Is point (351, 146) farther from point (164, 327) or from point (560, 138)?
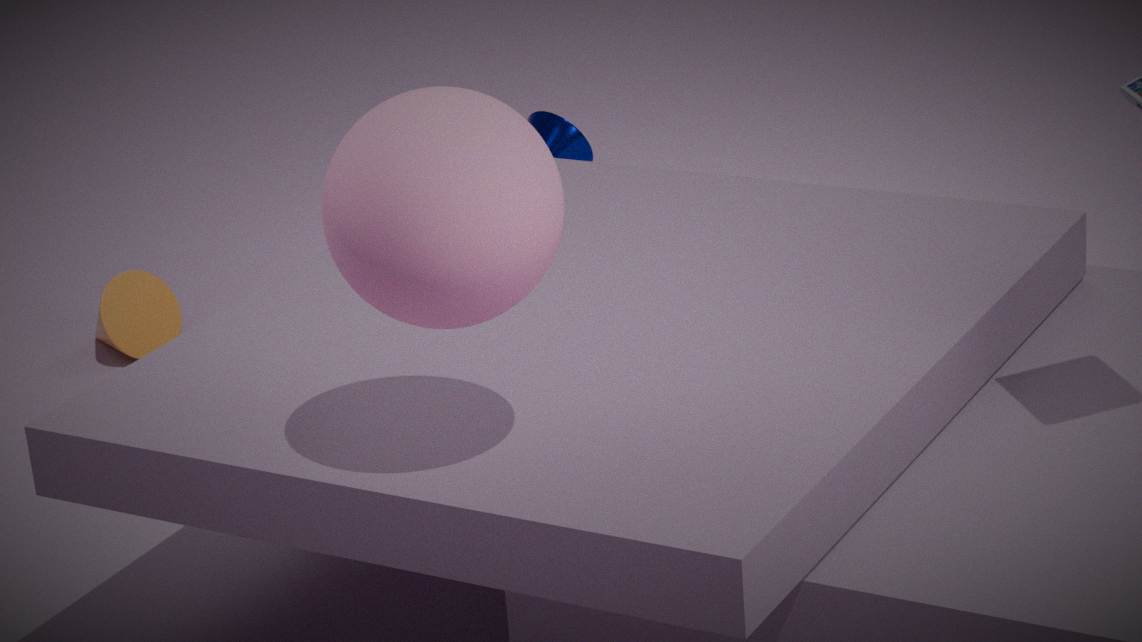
point (560, 138)
